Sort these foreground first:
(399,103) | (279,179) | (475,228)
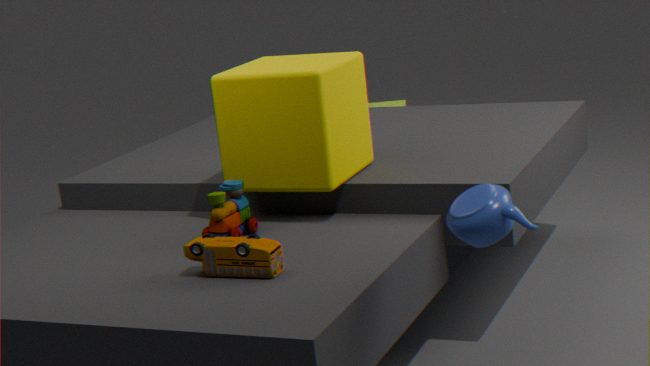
(475,228) → (279,179) → (399,103)
